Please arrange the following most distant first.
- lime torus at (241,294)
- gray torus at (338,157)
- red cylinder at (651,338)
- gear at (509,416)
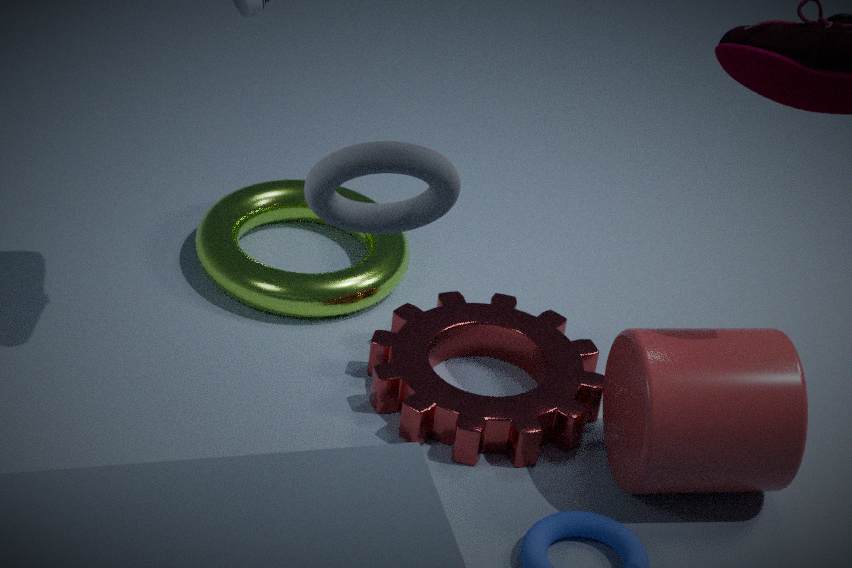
lime torus at (241,294)
gear at (509,416)
red cylinder at (651,338)
gray torus at (338,157)
